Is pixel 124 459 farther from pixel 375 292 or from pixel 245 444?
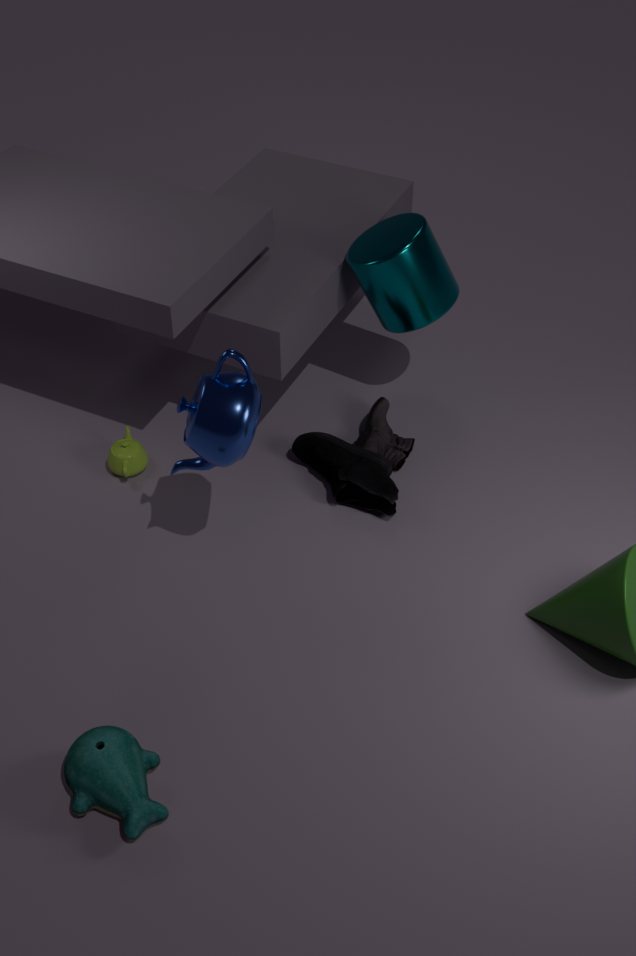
pixel 375 292
